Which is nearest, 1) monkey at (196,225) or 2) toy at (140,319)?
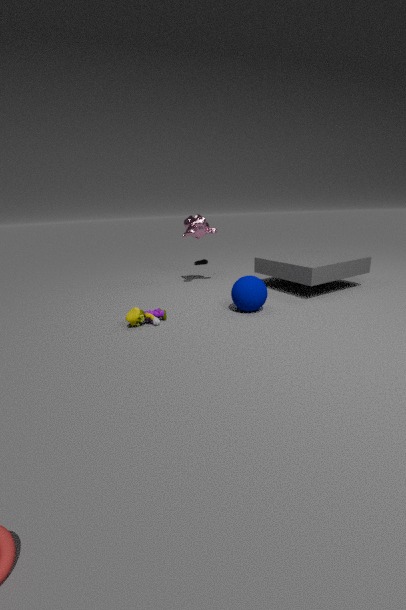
2. toy at (140,319)
